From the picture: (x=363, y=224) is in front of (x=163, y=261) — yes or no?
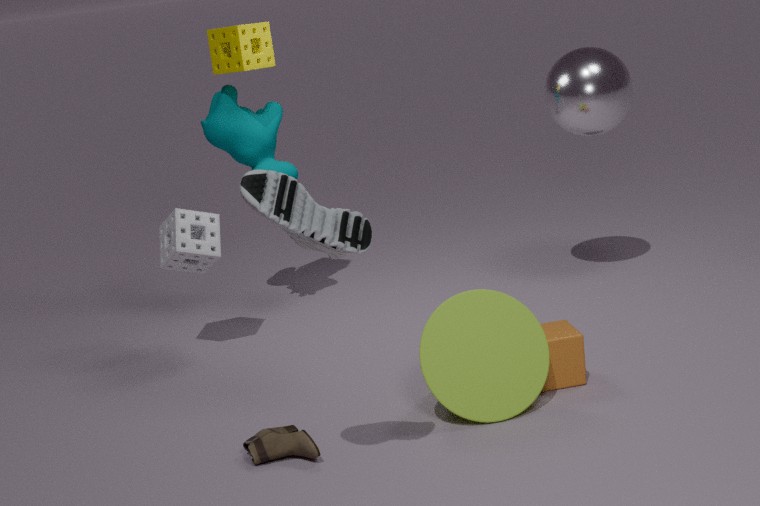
Yes
